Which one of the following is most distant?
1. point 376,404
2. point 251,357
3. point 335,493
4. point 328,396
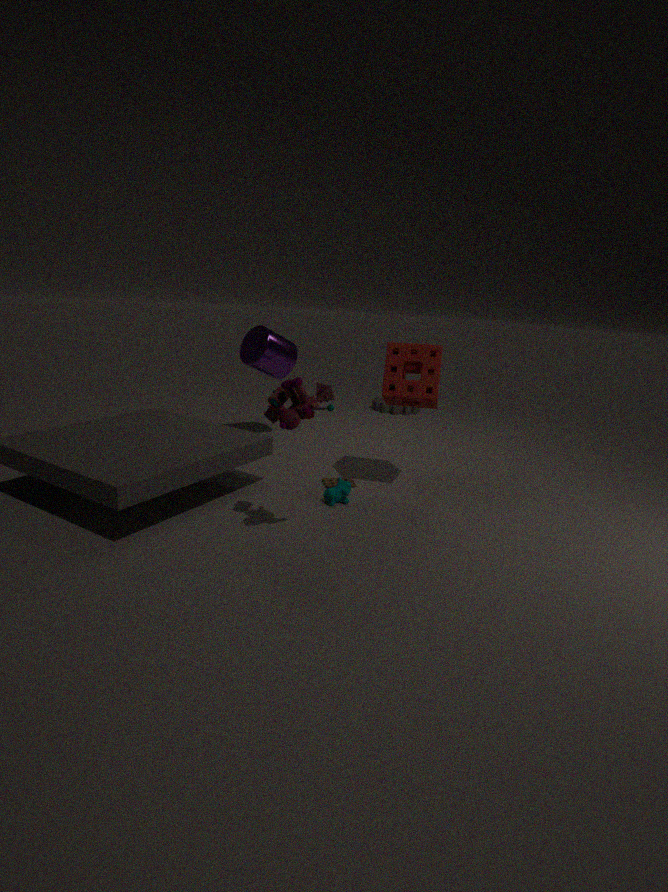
point 376,404
